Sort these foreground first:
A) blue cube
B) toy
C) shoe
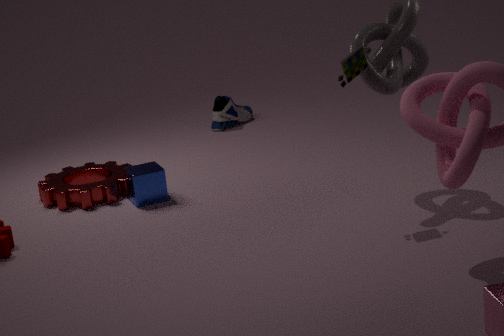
toy < blue cube < shoe
